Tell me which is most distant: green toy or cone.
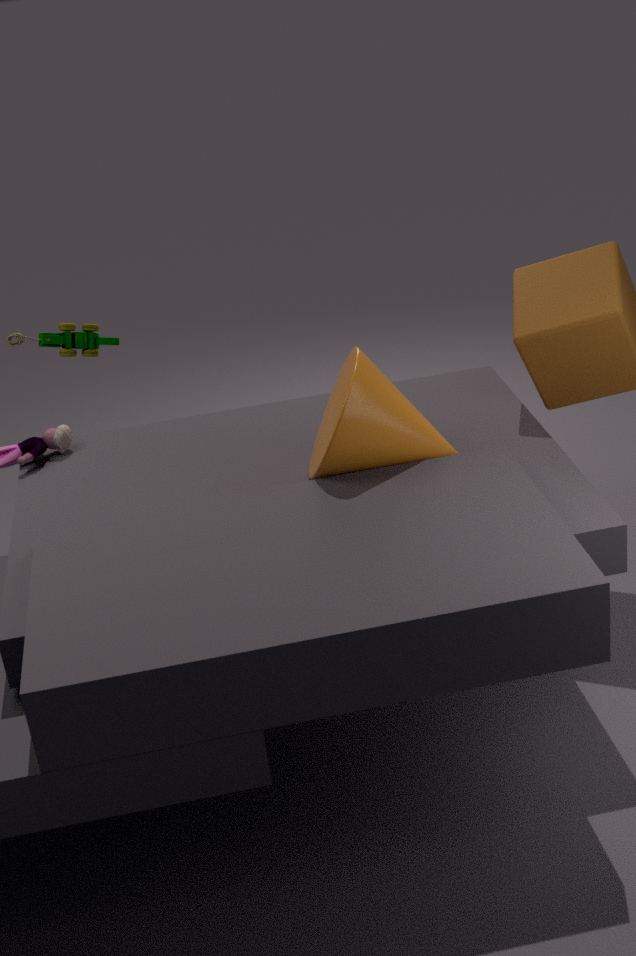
green toy
